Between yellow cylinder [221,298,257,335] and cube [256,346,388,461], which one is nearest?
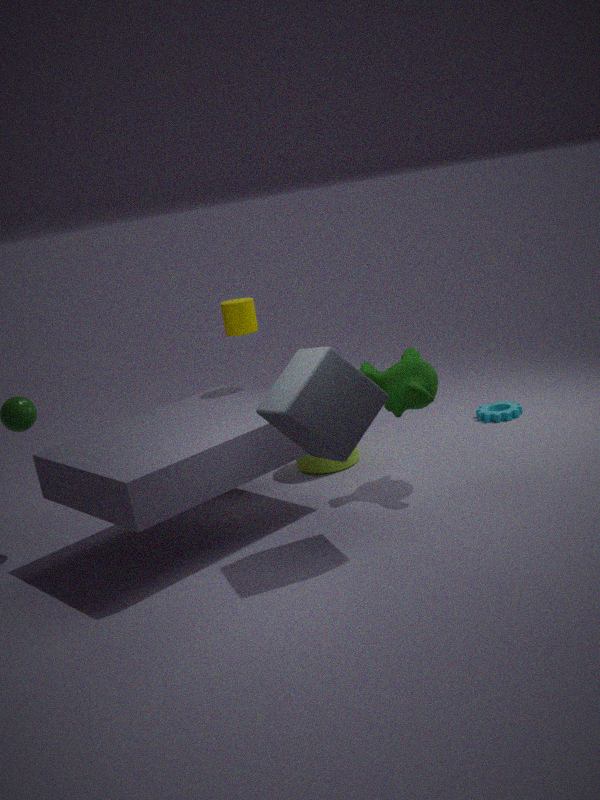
cube [256,346,388,461]
